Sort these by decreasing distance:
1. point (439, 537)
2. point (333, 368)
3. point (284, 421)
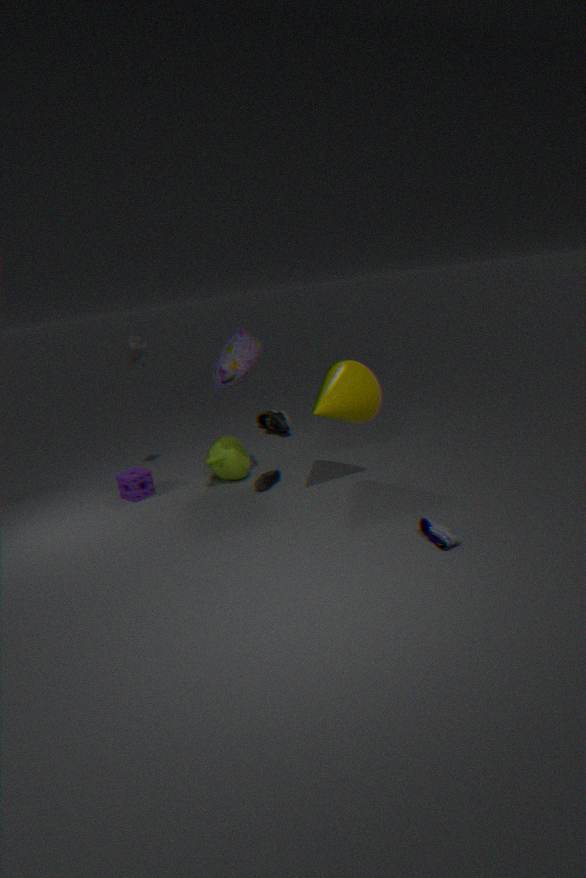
1. point (284, 421)
2. point (333, 368)
3. point (439, 537)
